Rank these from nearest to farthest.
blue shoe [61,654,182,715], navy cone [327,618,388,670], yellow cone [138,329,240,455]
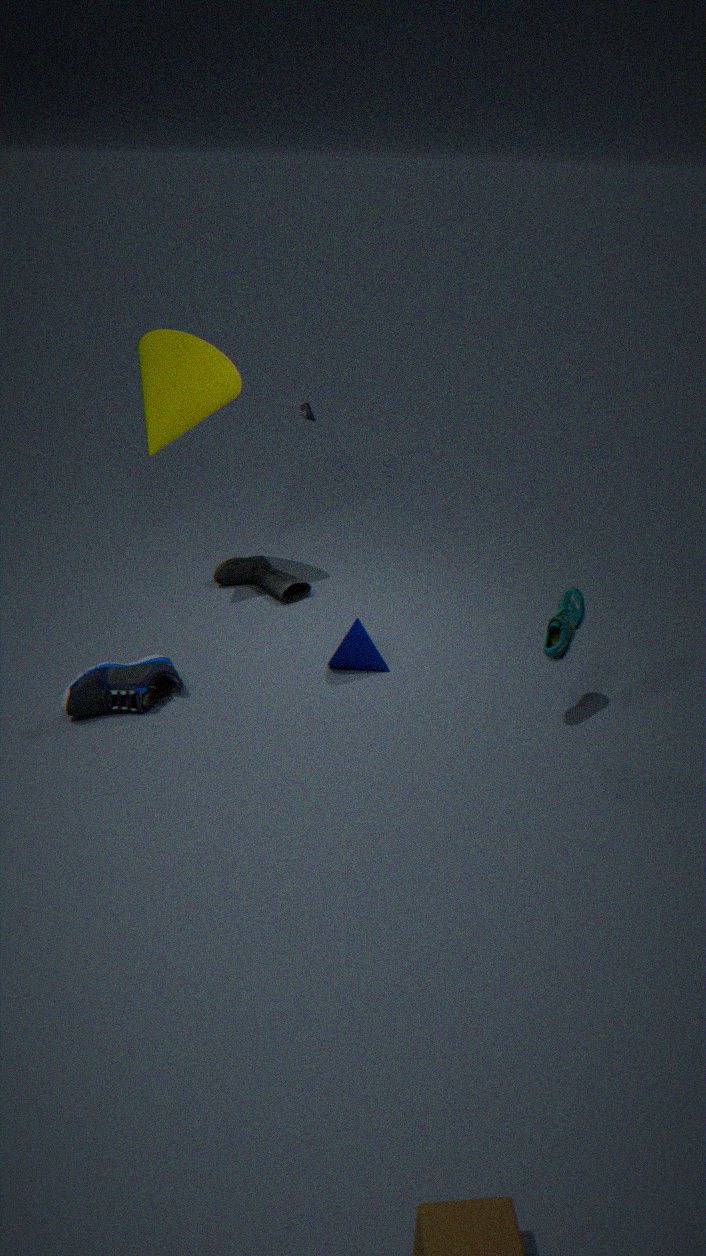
blue shoe [61,654,182,715] → navy cone [327,618,388,670] → yellow cone [138,329,240,455]
